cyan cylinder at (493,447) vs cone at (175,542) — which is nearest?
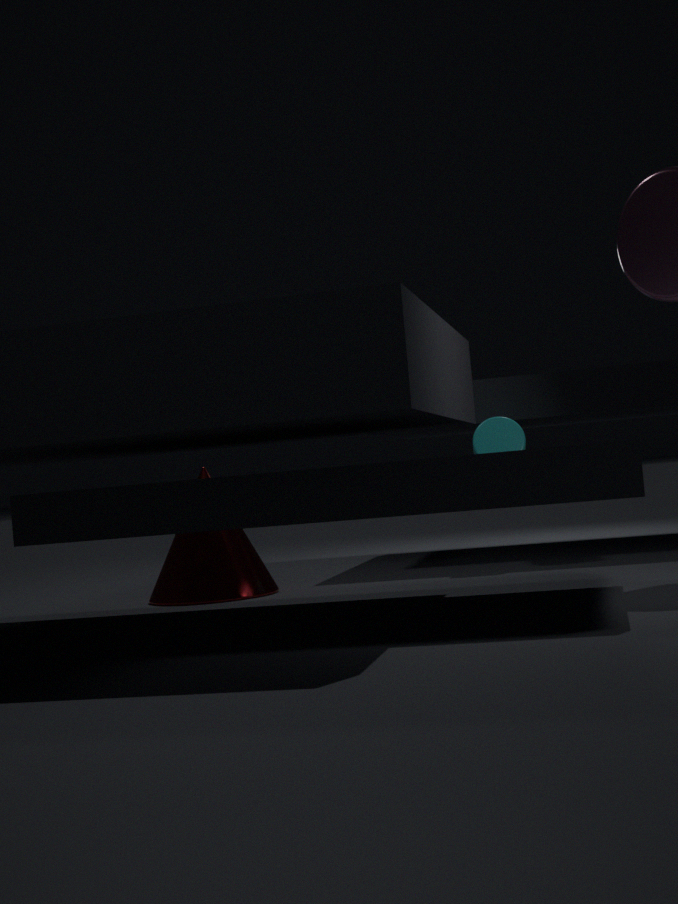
cone at (175,542)
